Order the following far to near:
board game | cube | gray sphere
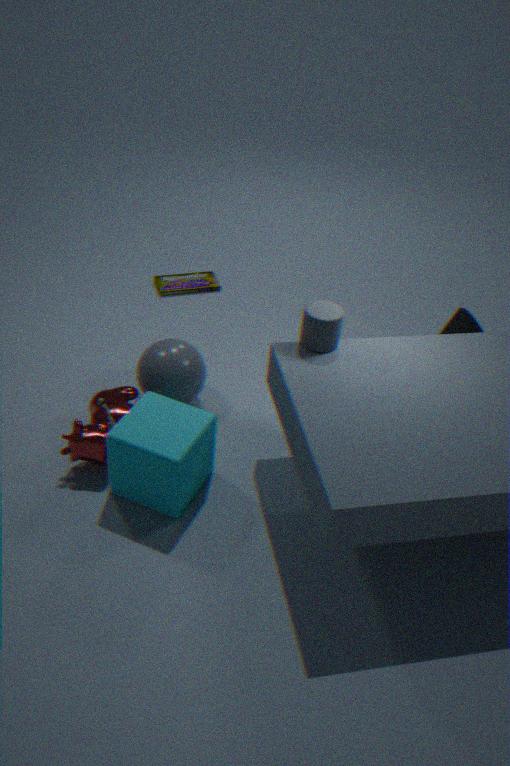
1. board game
2. gray sphere
3. cube
